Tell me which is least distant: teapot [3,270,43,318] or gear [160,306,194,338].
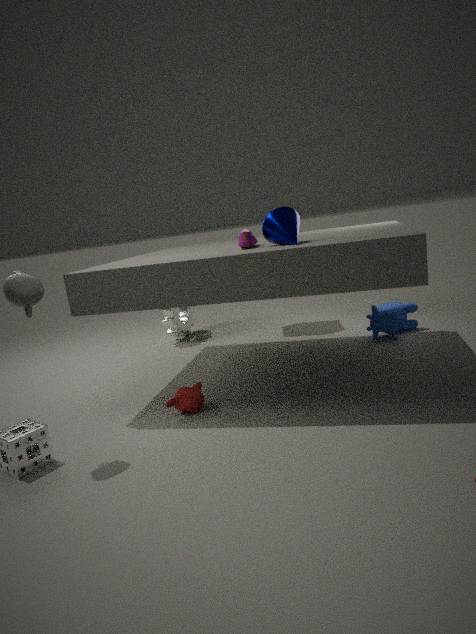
teapot [3,270,43,318]
